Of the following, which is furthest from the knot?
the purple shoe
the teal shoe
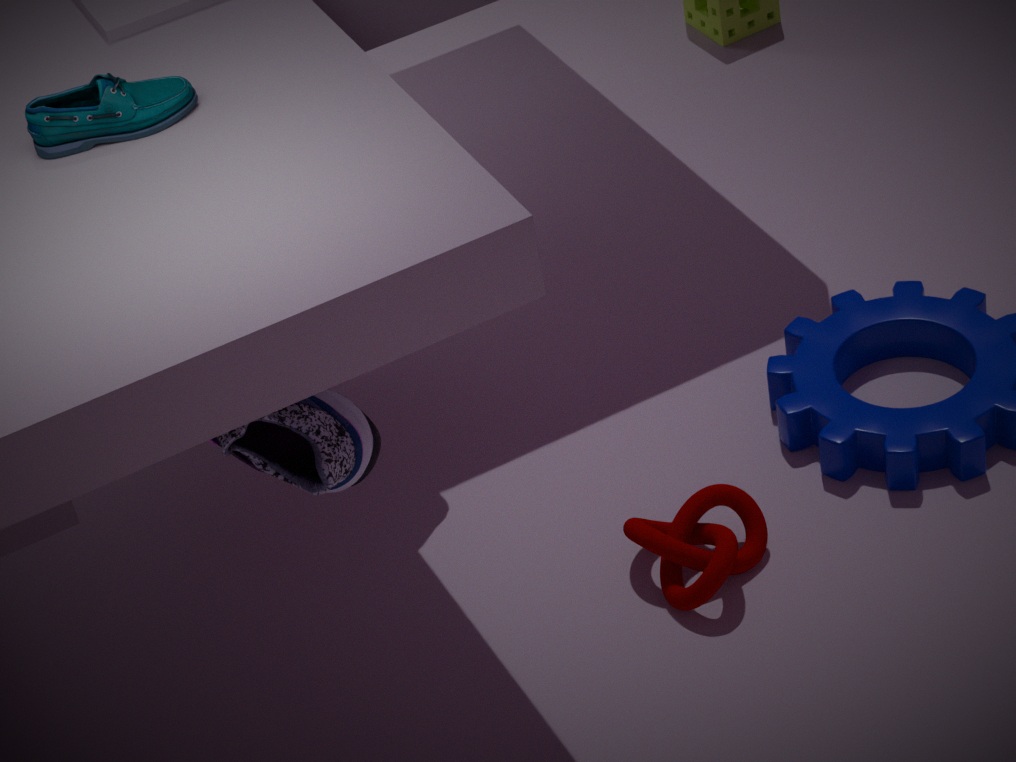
the teal shoe
